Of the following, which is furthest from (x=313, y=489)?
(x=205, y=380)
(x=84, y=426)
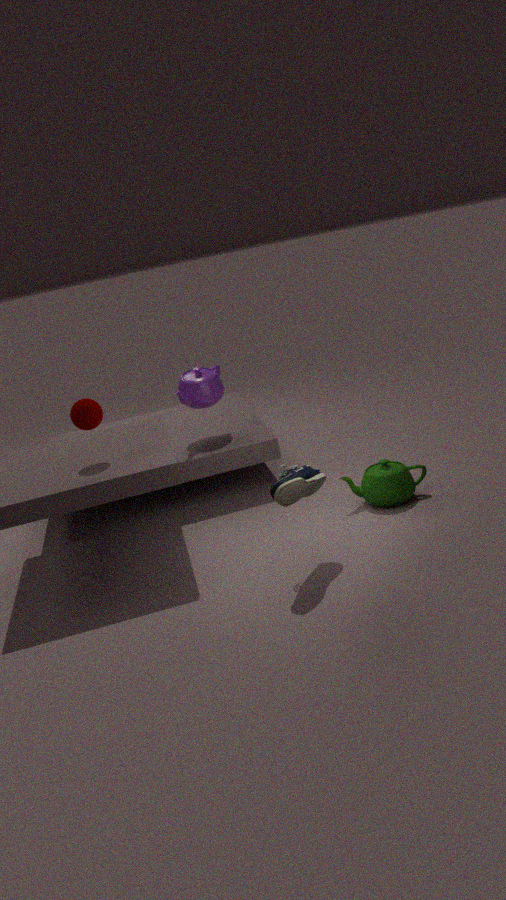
(x=205, y=380)
